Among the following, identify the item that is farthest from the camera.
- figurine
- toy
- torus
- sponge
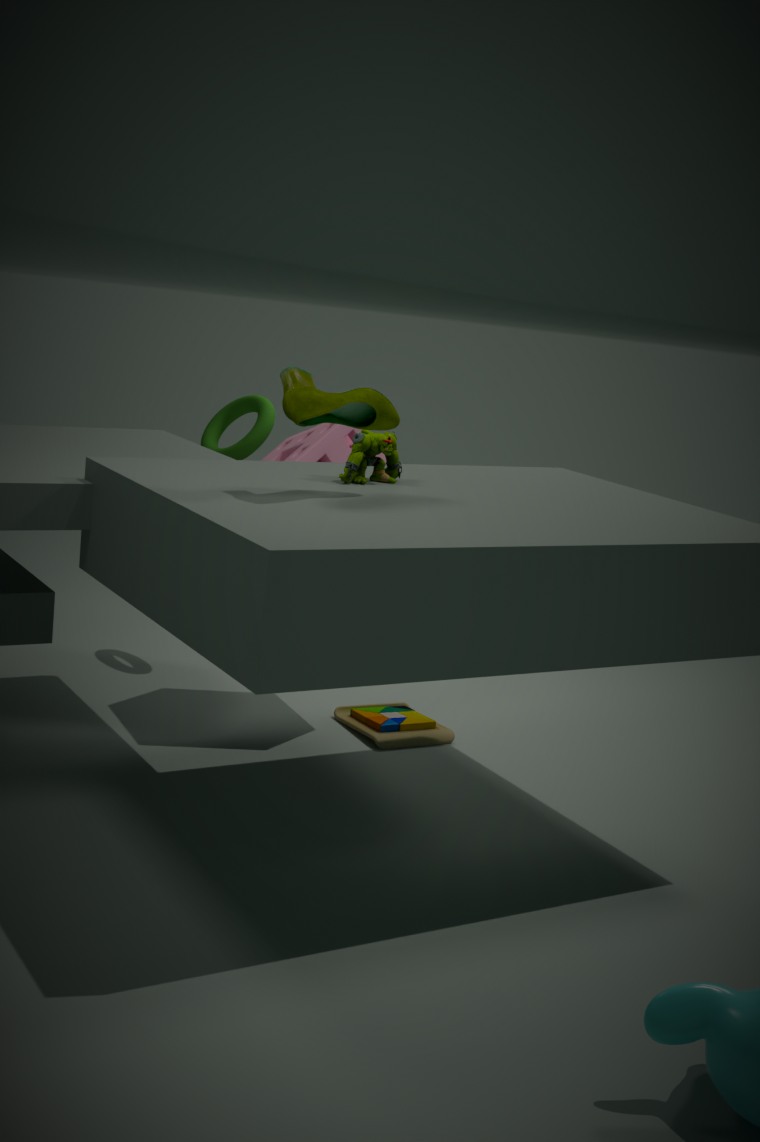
torus
